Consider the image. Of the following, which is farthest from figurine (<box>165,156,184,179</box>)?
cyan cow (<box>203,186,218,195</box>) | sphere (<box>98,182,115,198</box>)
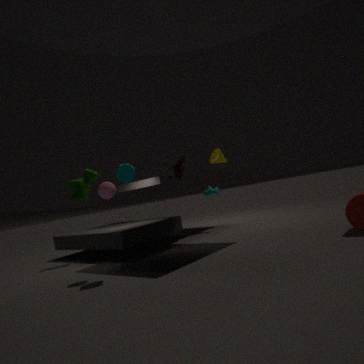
cyan cow (<box>203,186,218,195</box>)
